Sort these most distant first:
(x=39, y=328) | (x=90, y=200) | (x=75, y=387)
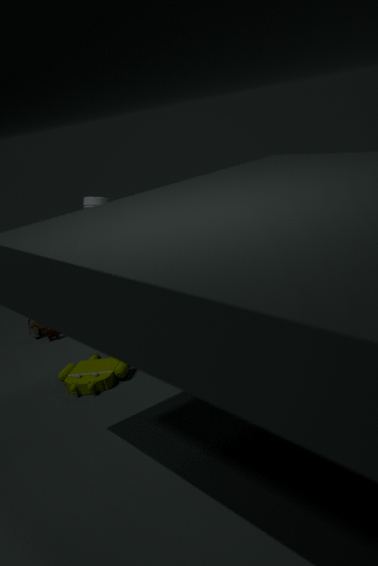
(x=39, y=328), (x=90, y=200), (x=75, y=387)
